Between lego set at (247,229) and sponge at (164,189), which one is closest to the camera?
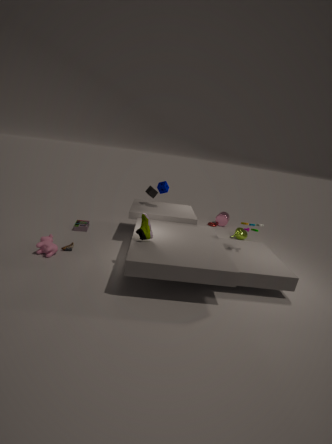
lego set at (247,229)
